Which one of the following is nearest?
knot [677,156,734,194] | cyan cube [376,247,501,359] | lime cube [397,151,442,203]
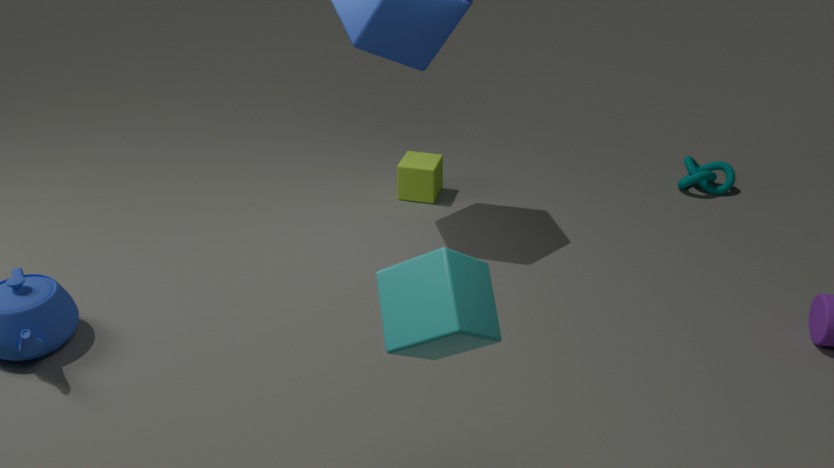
cyan cube [376,247,501,359]
